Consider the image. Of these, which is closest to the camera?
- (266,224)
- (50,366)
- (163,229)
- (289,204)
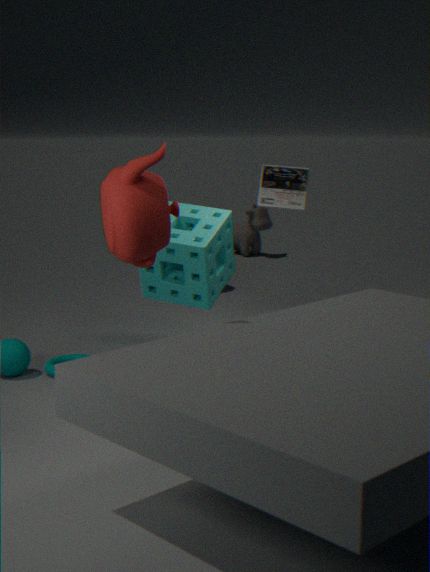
(163,229)
